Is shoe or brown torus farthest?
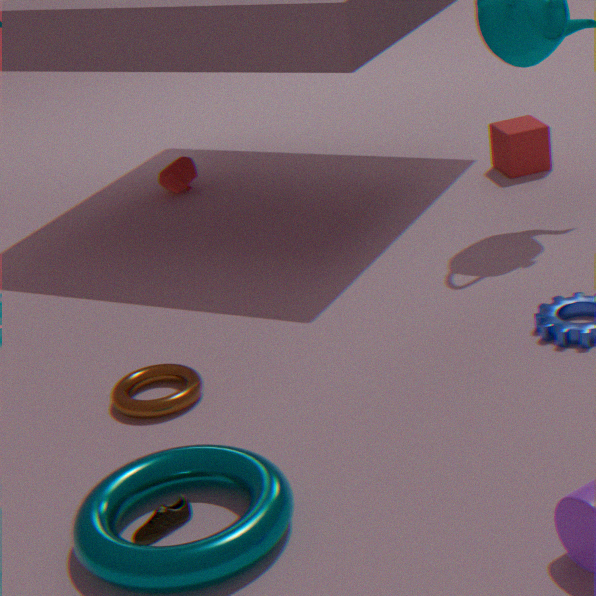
brown torus
